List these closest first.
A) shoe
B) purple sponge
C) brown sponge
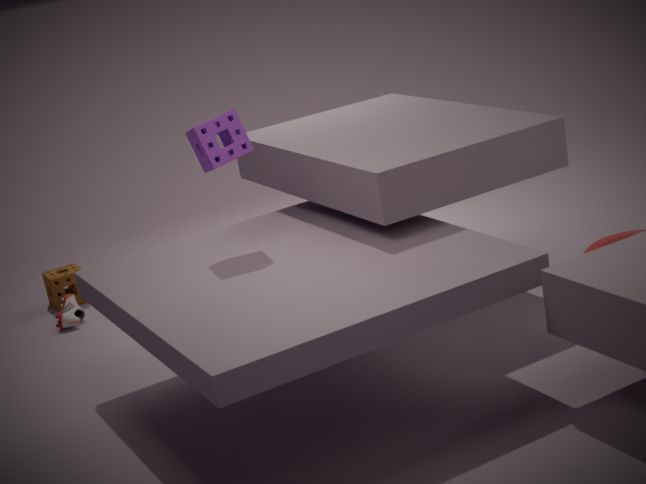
purple sponge, shoe, brown sponge
